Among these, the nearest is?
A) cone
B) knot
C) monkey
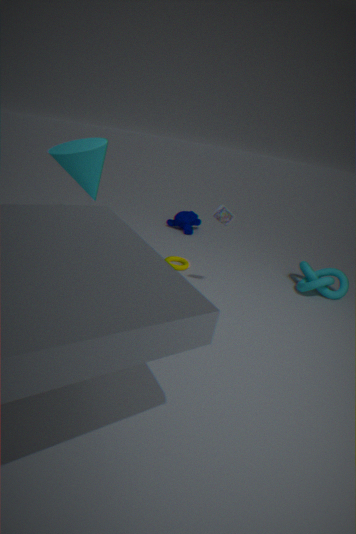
cone
